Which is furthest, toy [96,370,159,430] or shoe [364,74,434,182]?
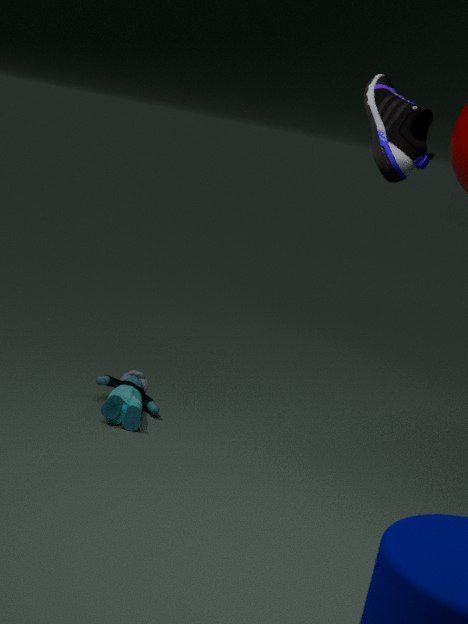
toy [96,370,159,430]
